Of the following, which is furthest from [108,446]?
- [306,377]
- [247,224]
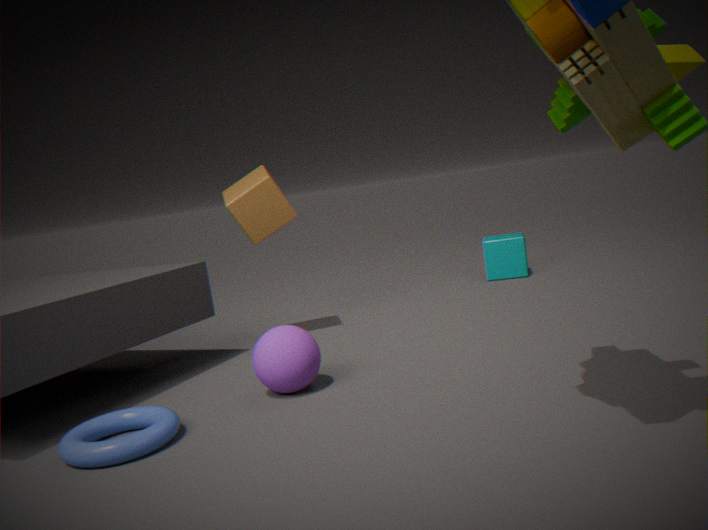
[247,224]
